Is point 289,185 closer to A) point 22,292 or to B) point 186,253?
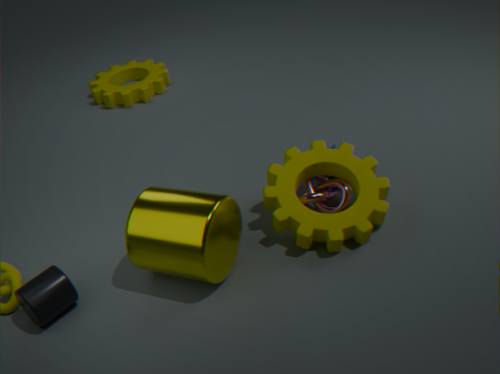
B) point 186,253
